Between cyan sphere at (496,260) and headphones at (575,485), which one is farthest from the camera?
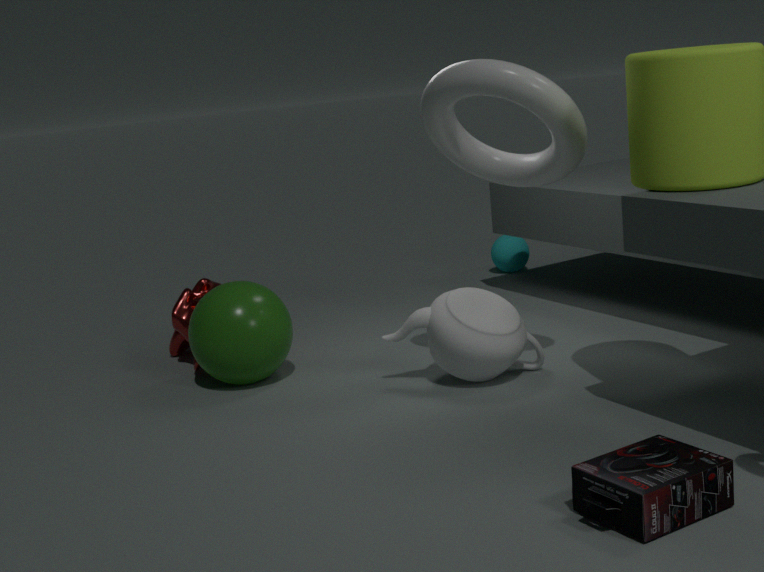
cyan sphere at (496,260)
